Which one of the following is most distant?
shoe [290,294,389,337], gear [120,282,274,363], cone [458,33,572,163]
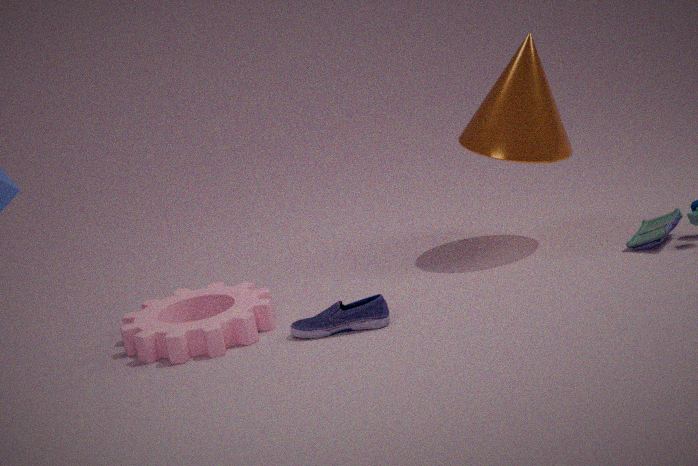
cone [458,33,572,163]
